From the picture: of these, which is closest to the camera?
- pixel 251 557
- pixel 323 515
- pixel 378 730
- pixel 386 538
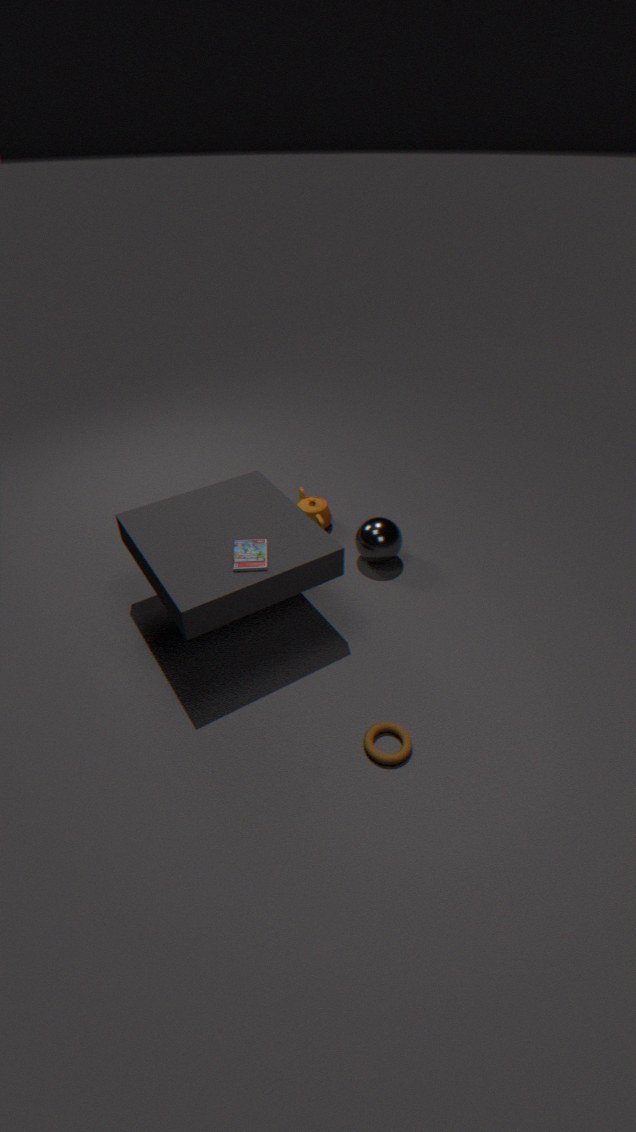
pixel 378 730
